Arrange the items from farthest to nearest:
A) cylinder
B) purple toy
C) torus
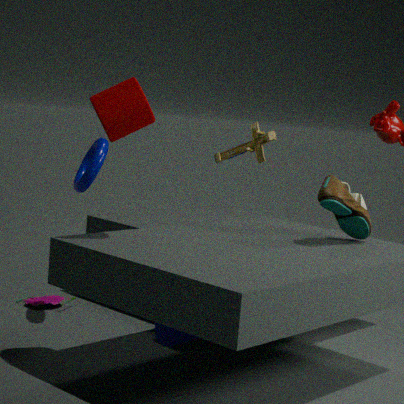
purple toy < torus < cylinder
